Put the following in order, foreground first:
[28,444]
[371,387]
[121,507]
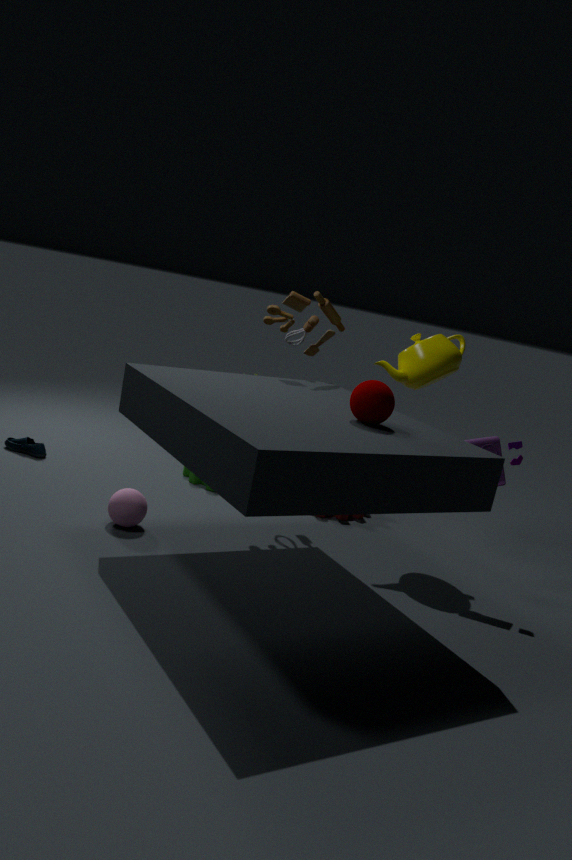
[371,387]
[121,507]
[28,444]
